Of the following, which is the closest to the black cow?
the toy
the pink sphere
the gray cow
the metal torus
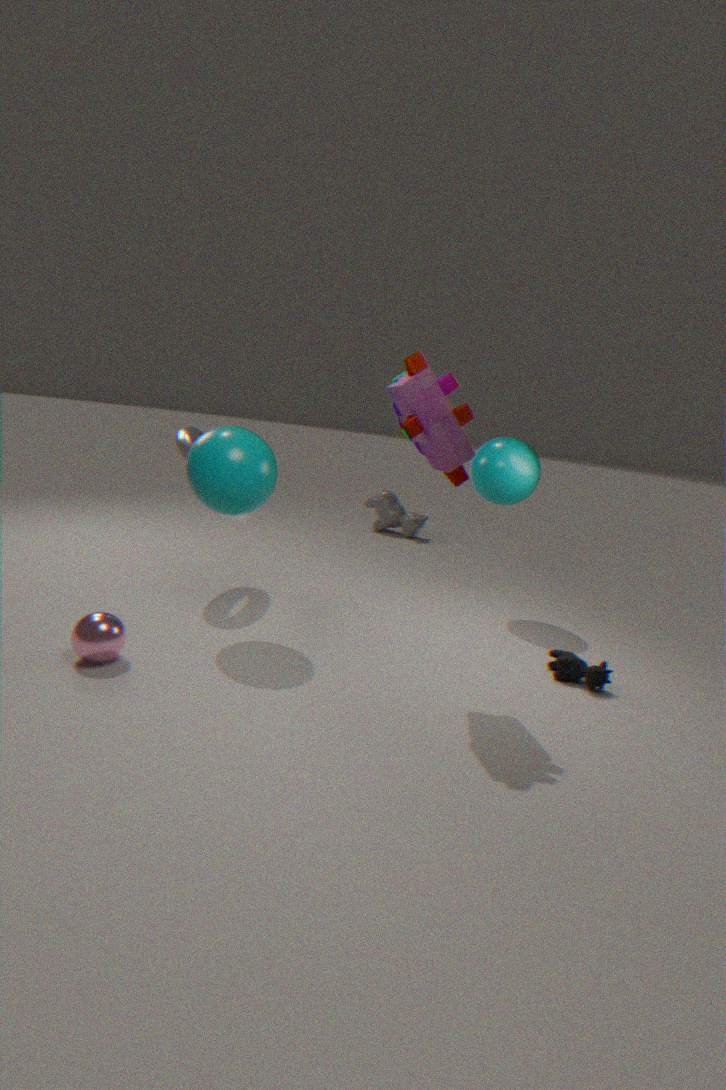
the toy
